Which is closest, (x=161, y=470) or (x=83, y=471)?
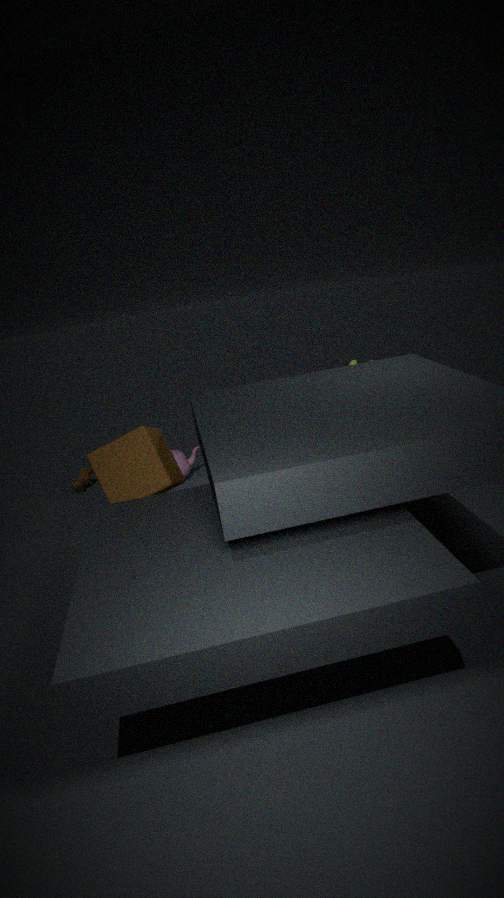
(x=161, y=470)
